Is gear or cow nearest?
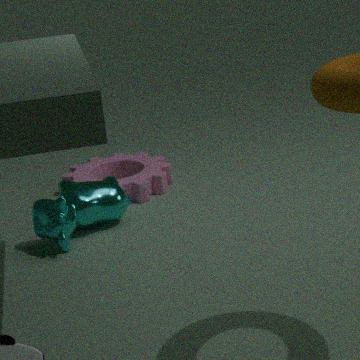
cow
